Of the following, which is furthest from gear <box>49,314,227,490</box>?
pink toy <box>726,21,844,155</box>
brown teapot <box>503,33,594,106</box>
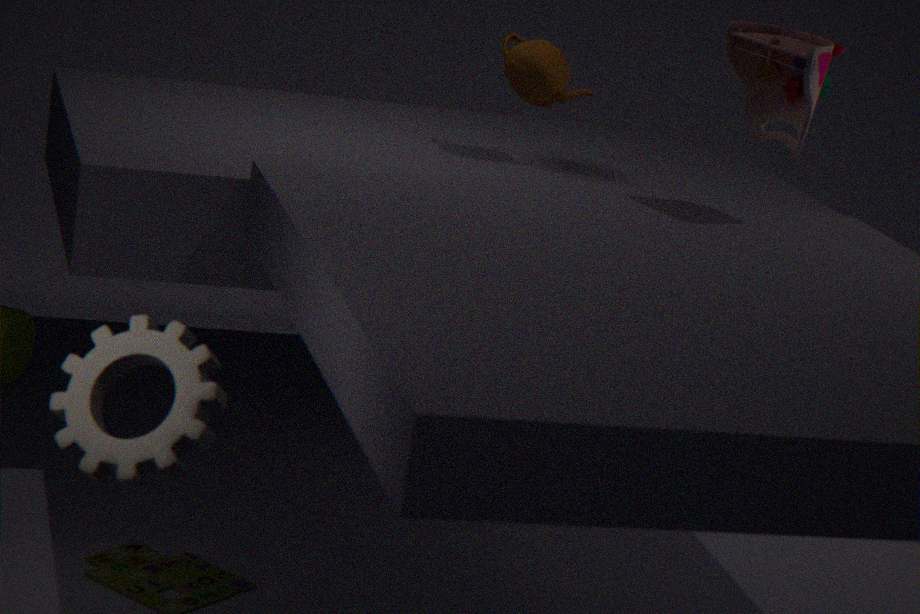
brown teapot <box>503,33,594,106</box>
